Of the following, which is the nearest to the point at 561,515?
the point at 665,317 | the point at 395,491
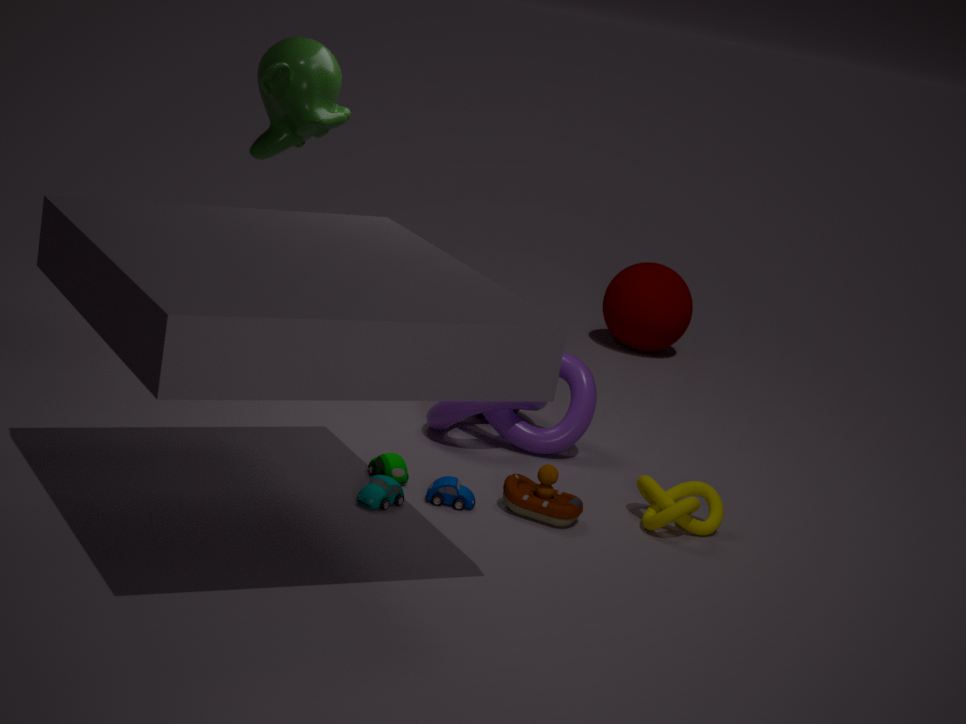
the point at 395,491
